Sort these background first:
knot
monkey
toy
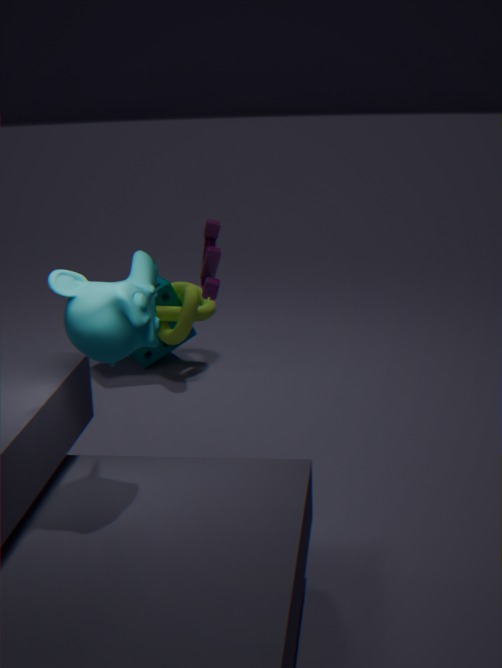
1. knot
2. toy
3. monkey
